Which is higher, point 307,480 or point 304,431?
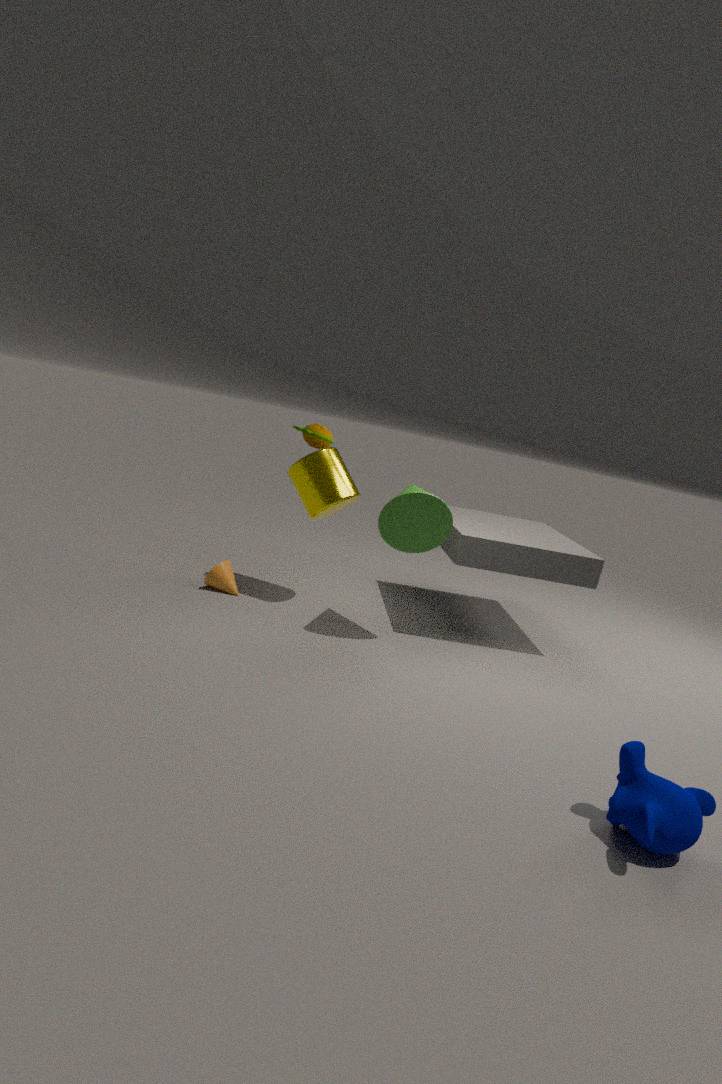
point 304,431
